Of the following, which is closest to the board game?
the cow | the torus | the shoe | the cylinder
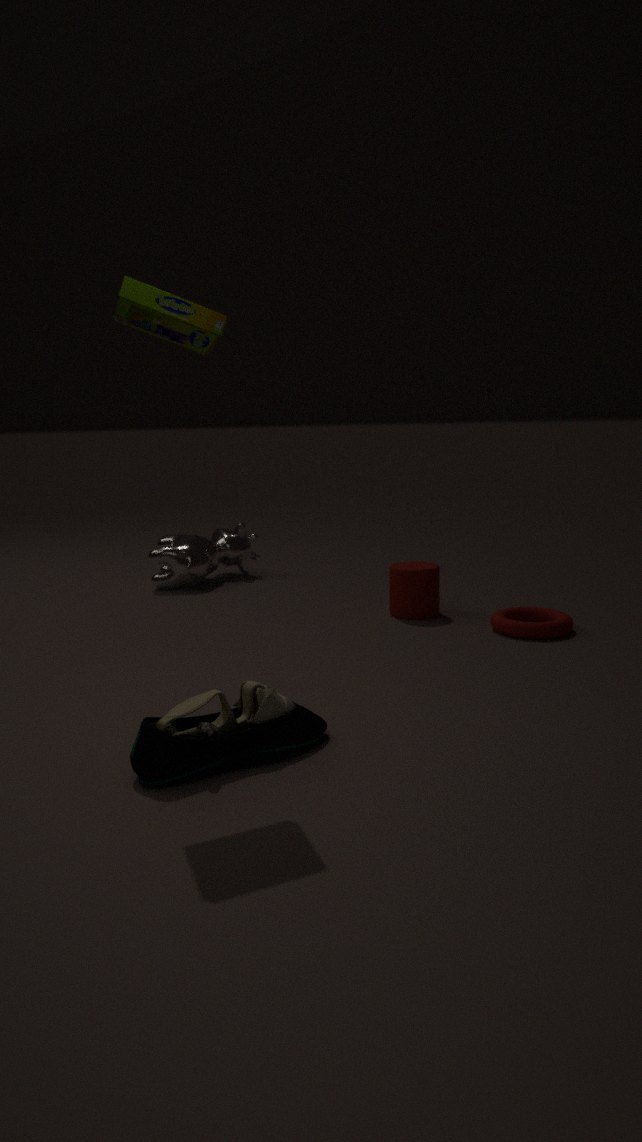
the shoe
